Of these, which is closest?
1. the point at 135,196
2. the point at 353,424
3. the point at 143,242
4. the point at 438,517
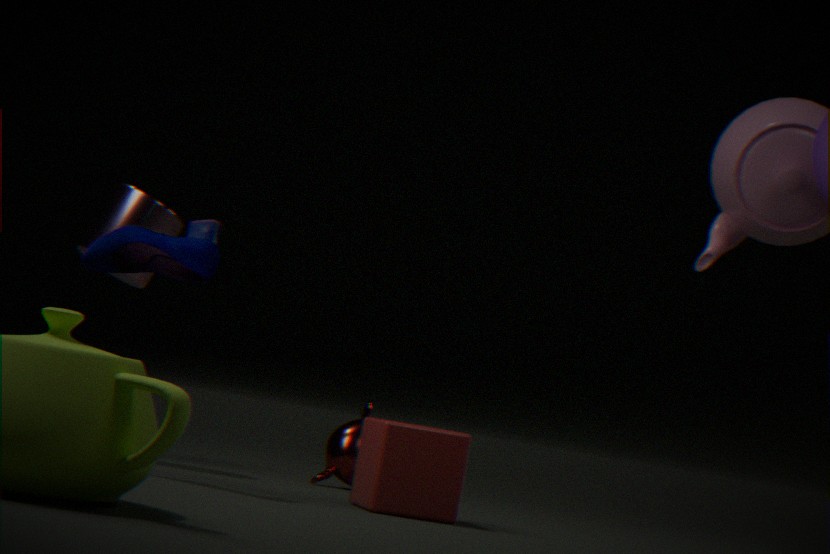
the point at 143,242
